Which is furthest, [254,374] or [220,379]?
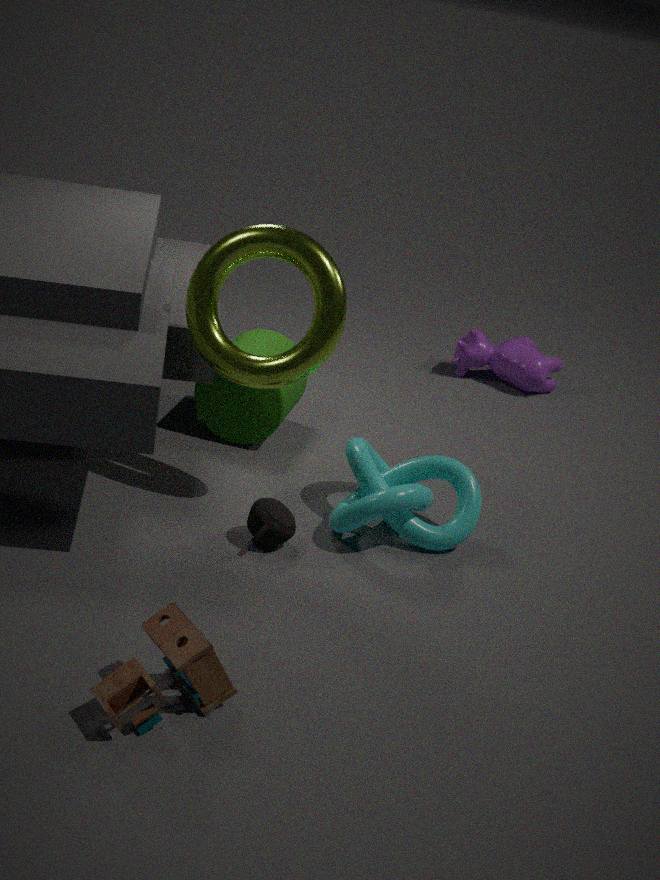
[220,379]
